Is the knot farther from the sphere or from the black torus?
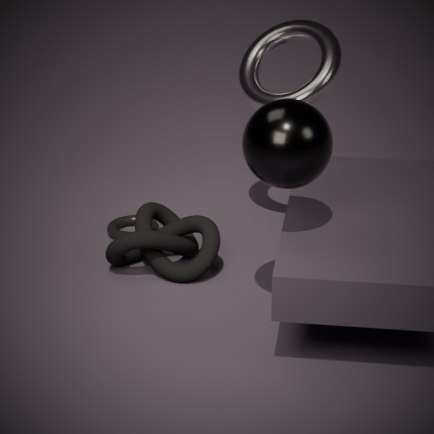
the sphere
